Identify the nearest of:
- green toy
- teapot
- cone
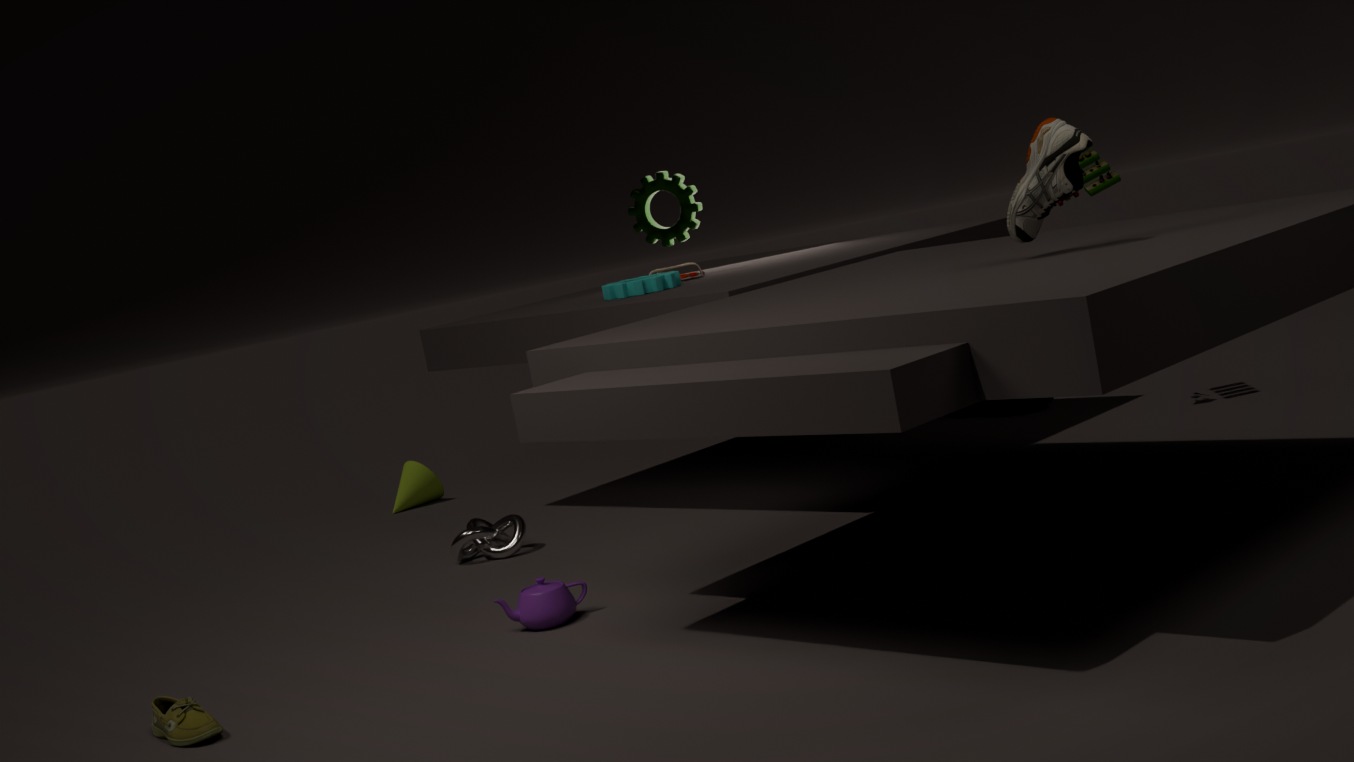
teapot
